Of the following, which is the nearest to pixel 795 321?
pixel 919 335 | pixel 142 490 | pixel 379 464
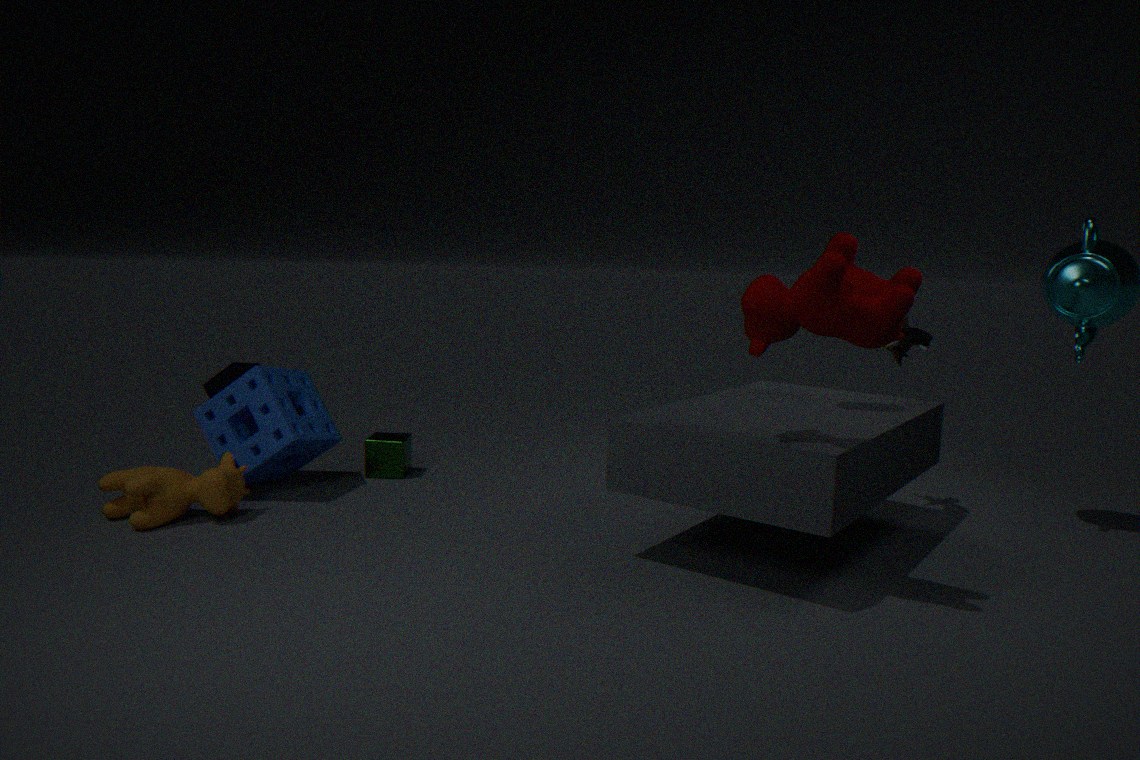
pixel 919 335
